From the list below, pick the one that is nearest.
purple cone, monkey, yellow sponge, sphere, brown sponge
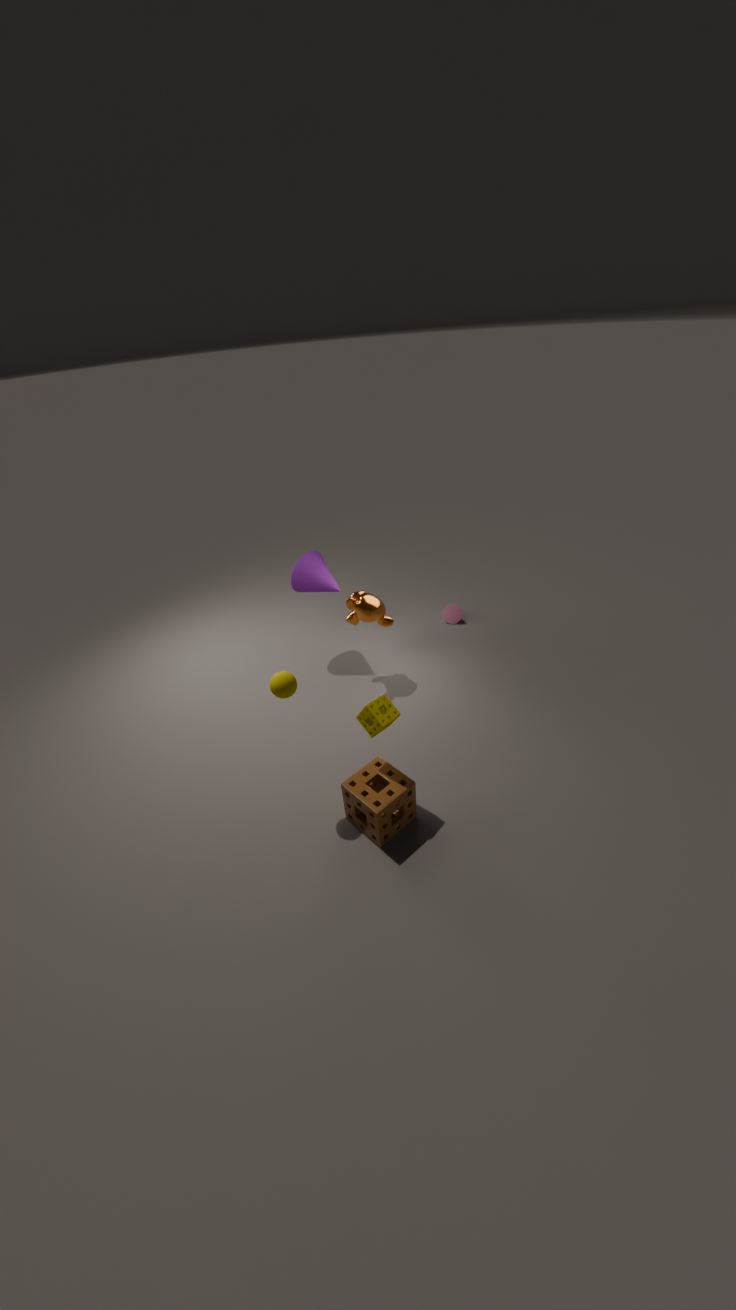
sphere
